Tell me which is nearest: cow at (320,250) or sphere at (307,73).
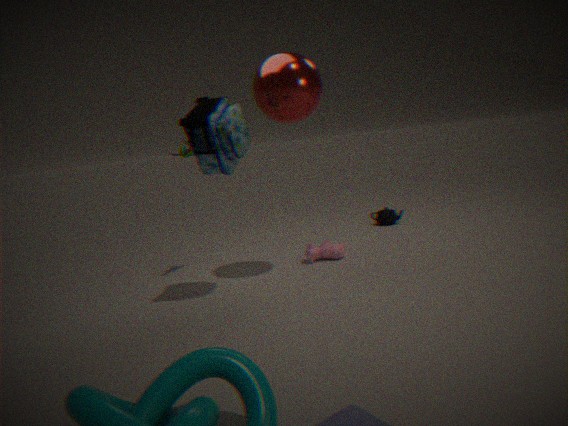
sphere at (307,73)
